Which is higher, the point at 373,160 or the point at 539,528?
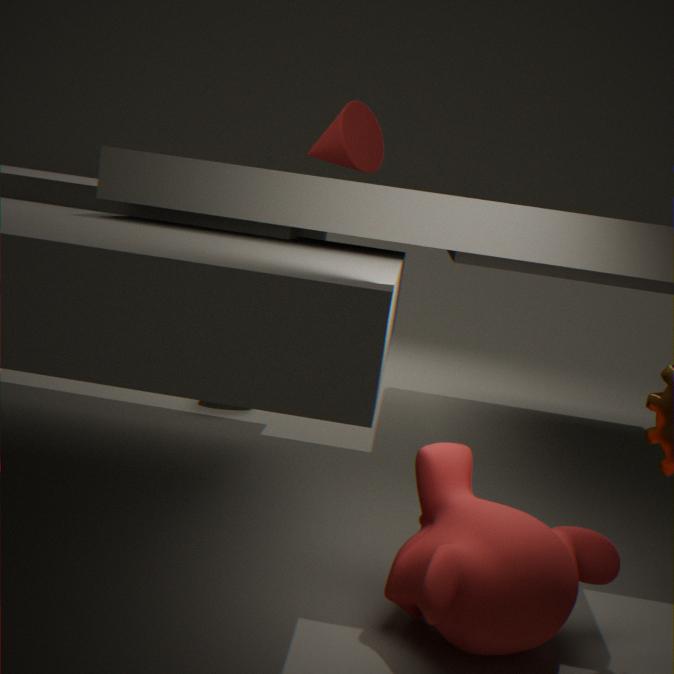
the point at 373,160
